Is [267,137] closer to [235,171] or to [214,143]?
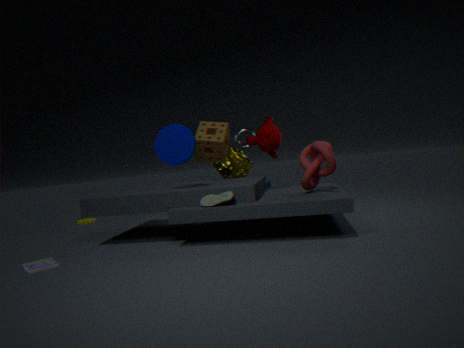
[214,143]
